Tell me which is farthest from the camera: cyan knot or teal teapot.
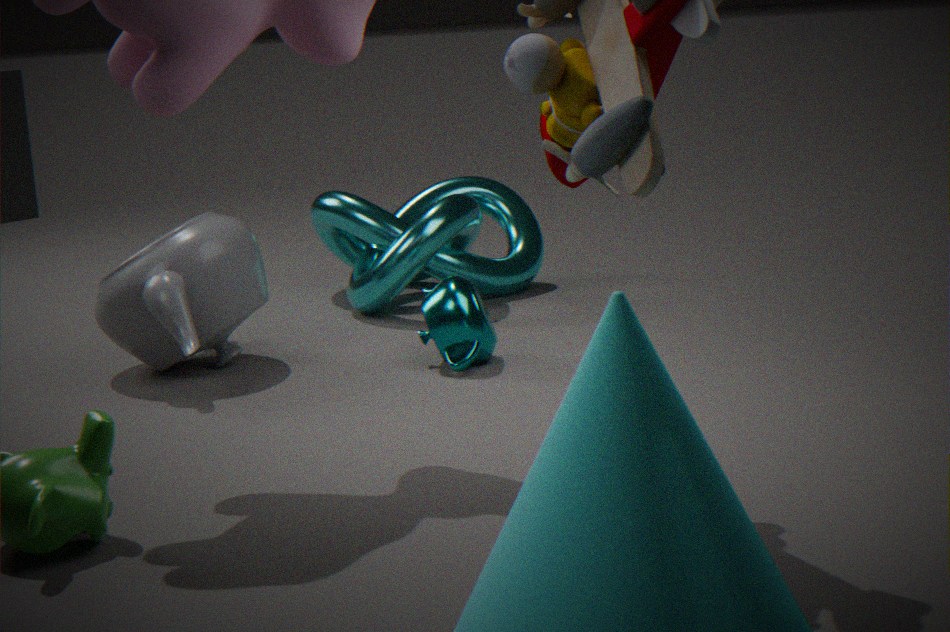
cyan knot
